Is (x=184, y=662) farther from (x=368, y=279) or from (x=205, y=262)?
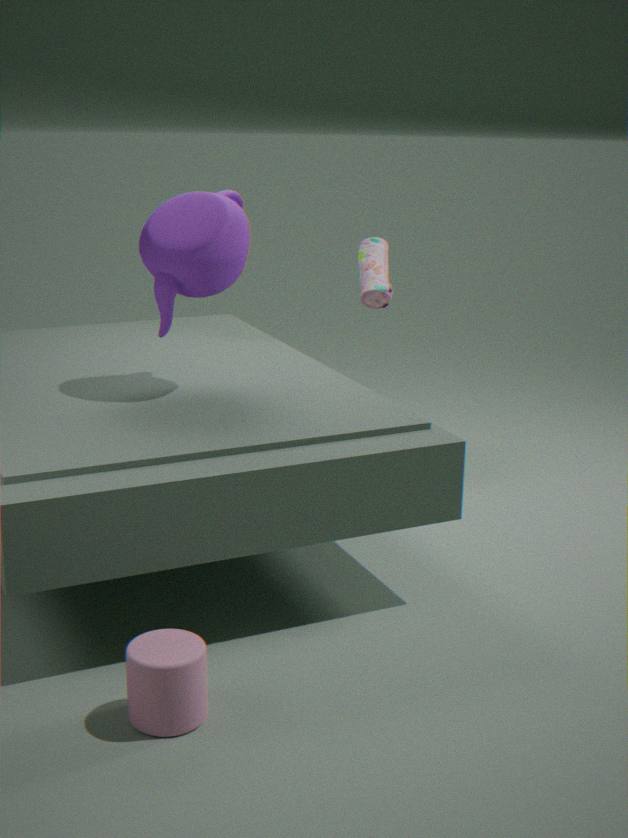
(x=368, y=279)
